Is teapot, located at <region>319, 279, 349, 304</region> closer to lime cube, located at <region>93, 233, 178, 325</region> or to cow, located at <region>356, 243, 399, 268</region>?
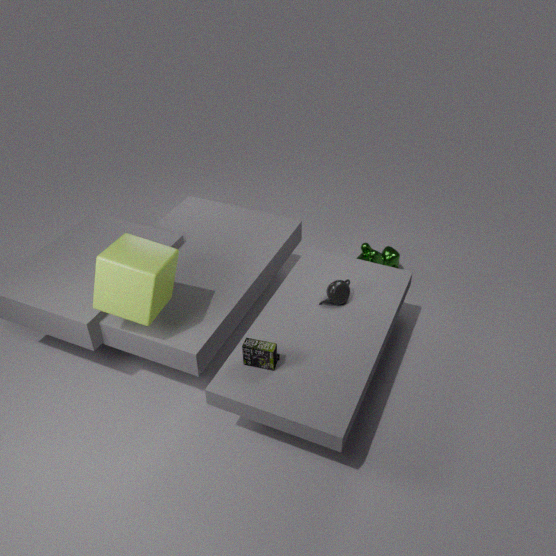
cow, located at <region>356, 243, 399, 268</region>
